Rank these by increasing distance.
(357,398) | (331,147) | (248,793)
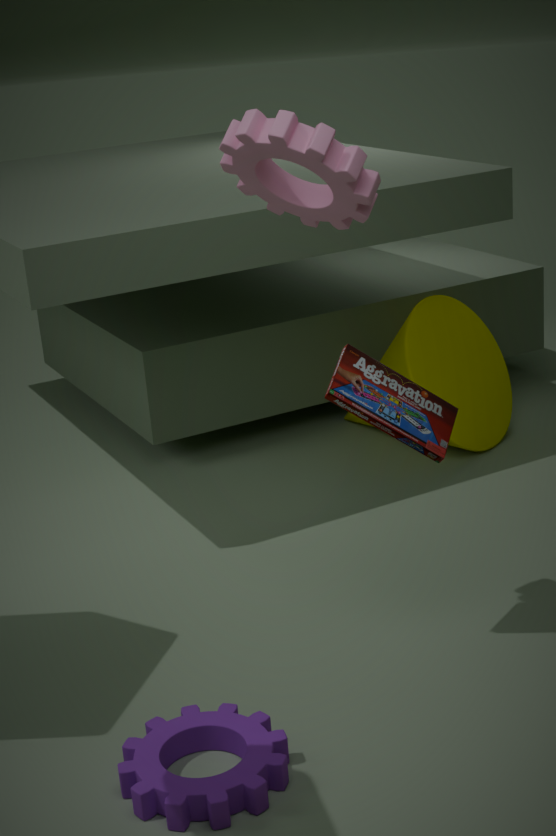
(248,793) → (331,147) → (357,398)
